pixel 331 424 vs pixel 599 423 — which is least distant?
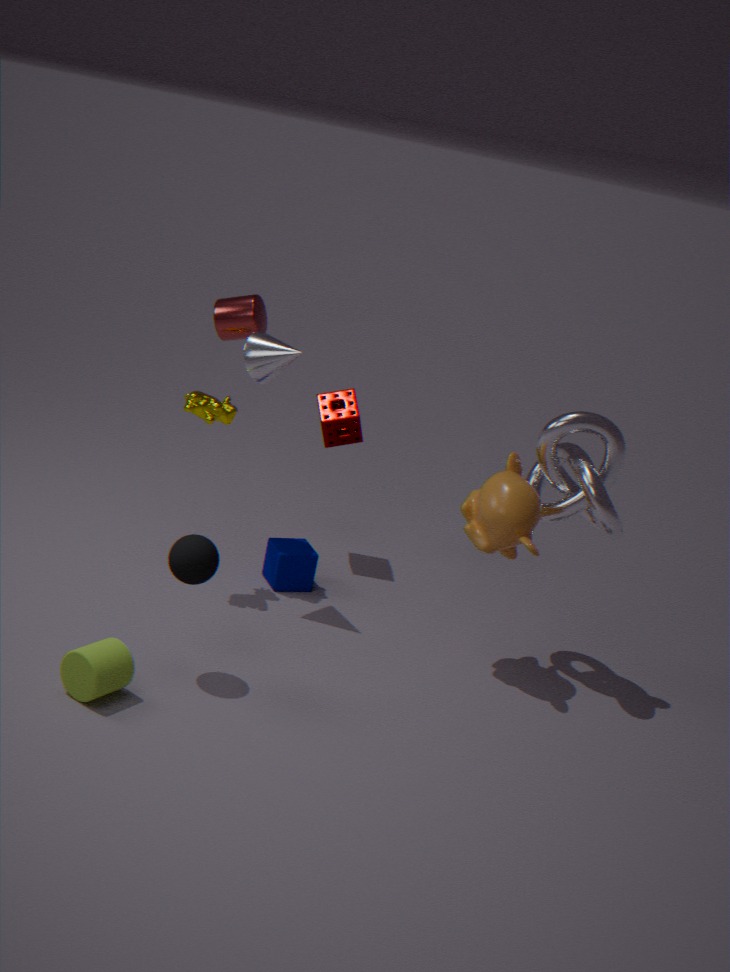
pixel 599 423
